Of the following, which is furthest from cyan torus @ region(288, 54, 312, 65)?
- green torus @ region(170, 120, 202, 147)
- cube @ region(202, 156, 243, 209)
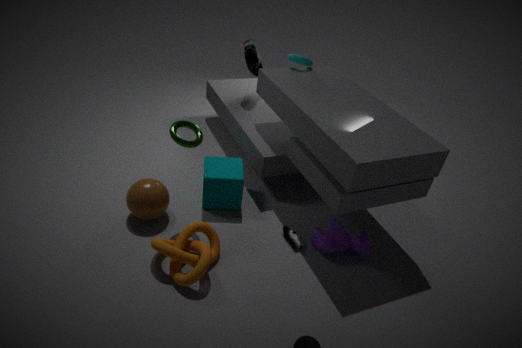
green torus @ region(170, 120, 202, 147)
